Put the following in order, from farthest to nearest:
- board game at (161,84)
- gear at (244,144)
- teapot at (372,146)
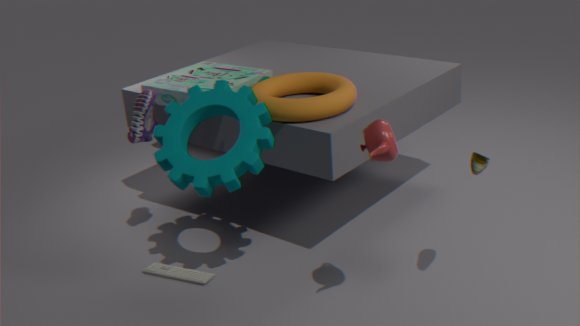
board game at (161,84)
gear at (244,144)
teapot at (372,146)
